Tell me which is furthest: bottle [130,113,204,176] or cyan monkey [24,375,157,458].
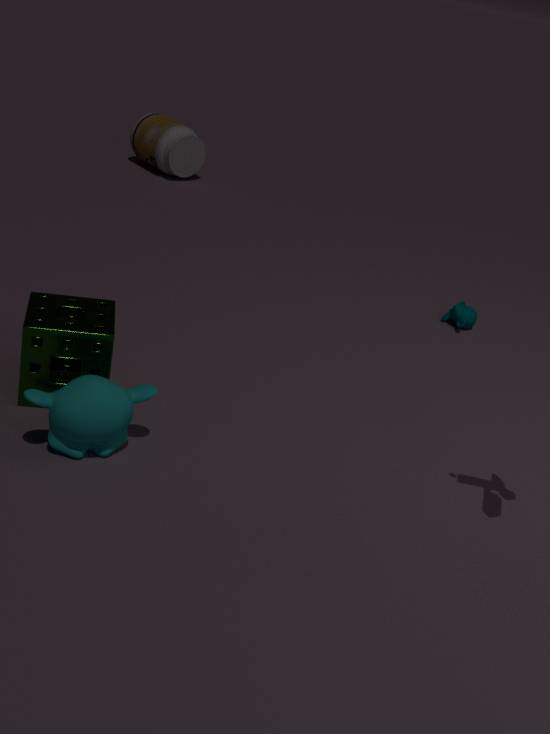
bottle [130,113,204,176]
